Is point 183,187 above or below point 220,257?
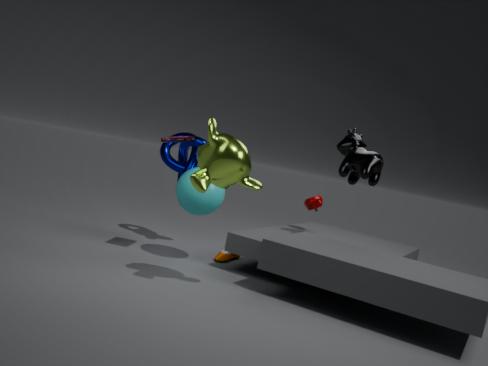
above
